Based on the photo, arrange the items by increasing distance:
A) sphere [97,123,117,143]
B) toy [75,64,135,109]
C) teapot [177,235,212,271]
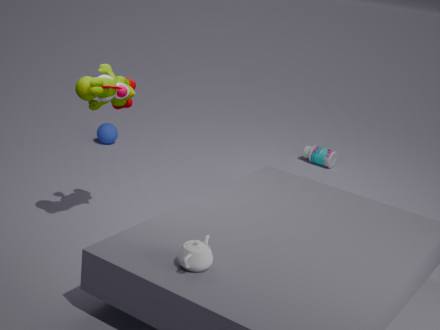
teapot [177,235,212,271], toy [75,64,135,109], sphere [97,123,117,143]
